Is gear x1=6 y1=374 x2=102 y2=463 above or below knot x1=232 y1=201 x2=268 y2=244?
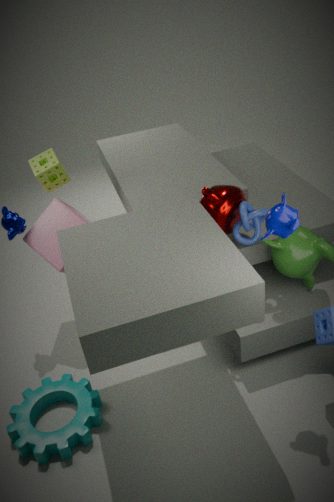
below
